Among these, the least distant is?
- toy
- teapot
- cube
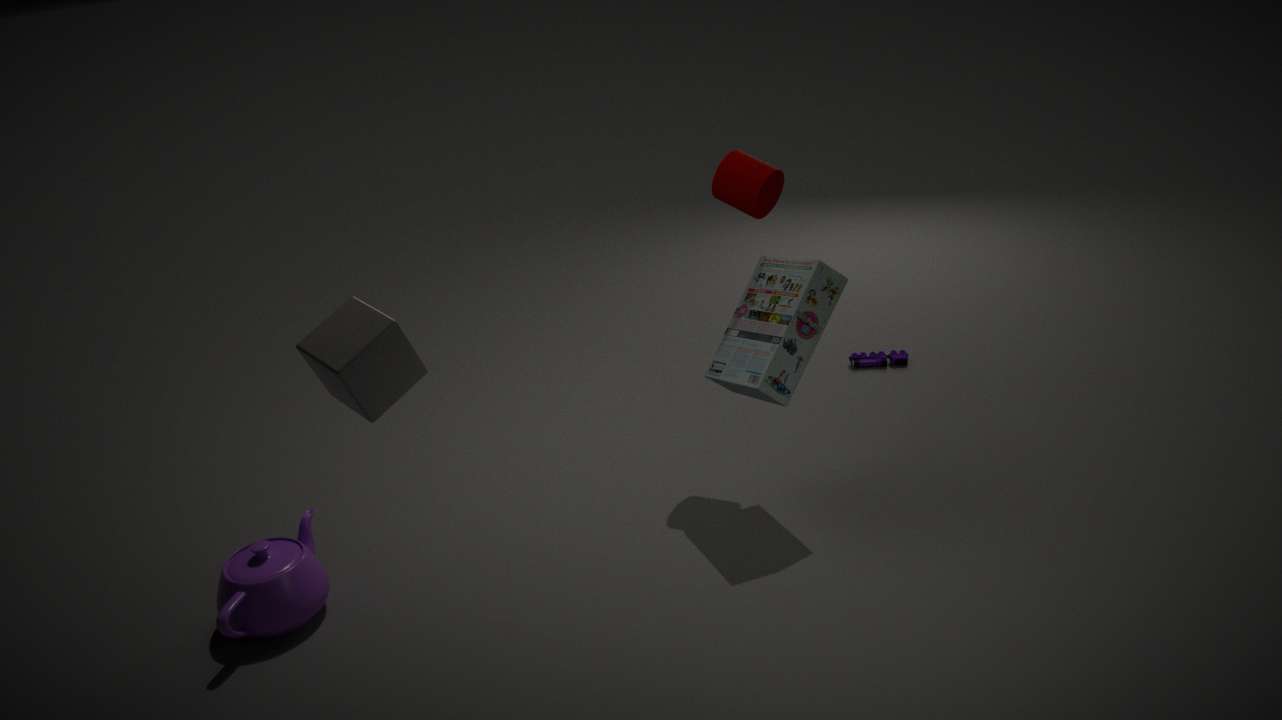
cube
